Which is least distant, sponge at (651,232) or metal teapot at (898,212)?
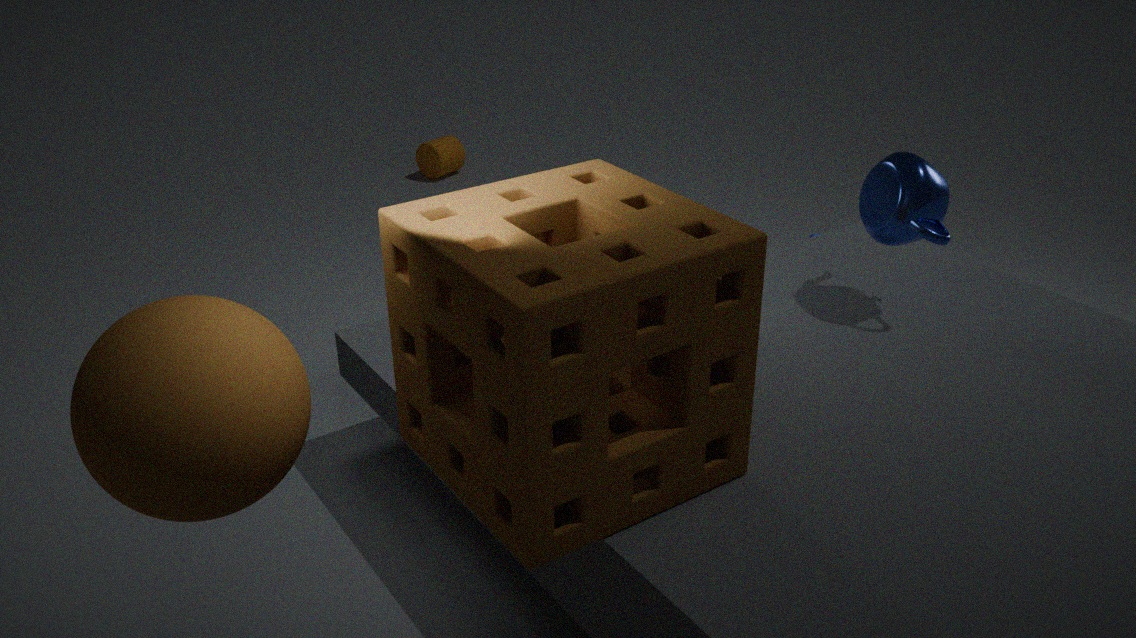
sponge at (651,232)
